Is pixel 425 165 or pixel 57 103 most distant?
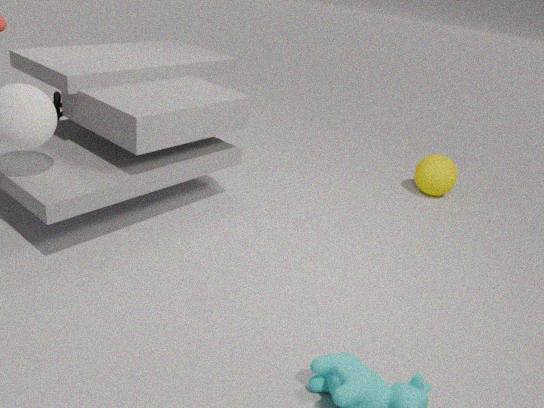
pixel 425 165
